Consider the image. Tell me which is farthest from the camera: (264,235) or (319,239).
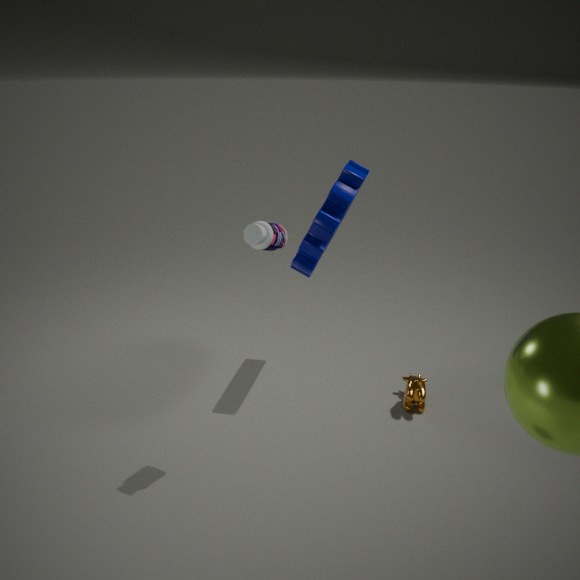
(319,239)
